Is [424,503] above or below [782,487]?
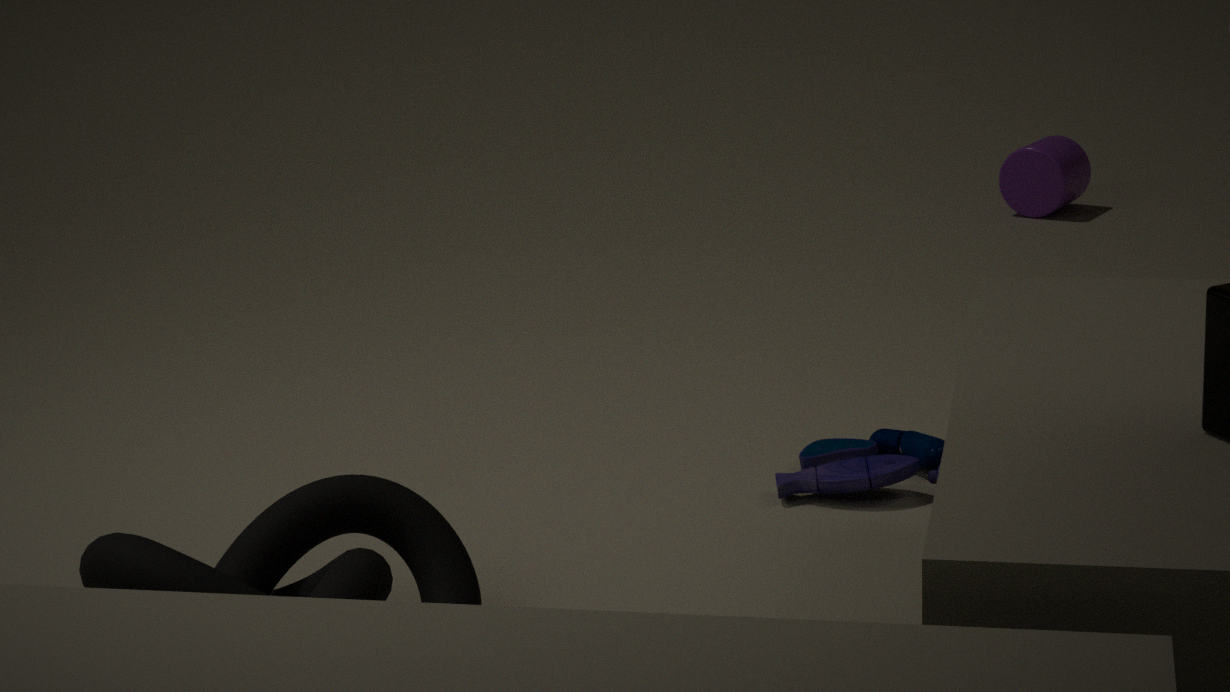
above
